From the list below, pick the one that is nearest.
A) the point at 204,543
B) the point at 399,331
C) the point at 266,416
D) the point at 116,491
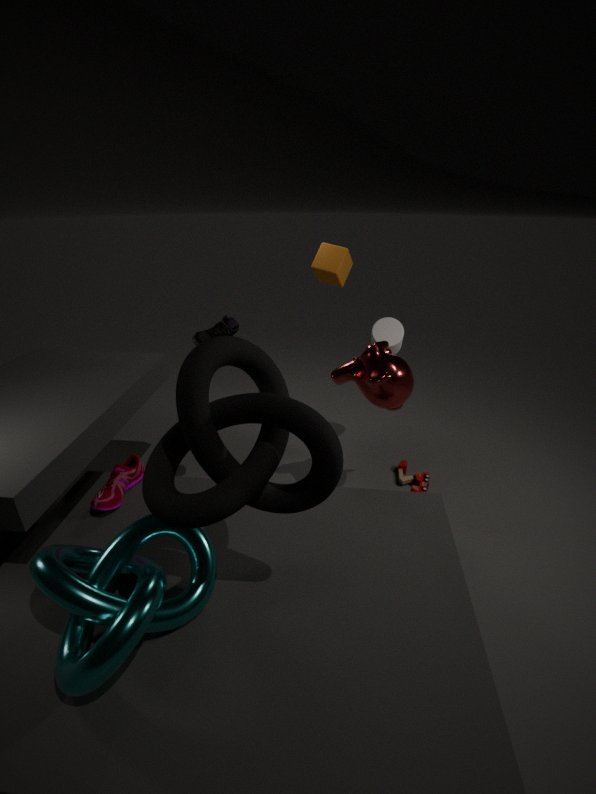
the point at 266,416
